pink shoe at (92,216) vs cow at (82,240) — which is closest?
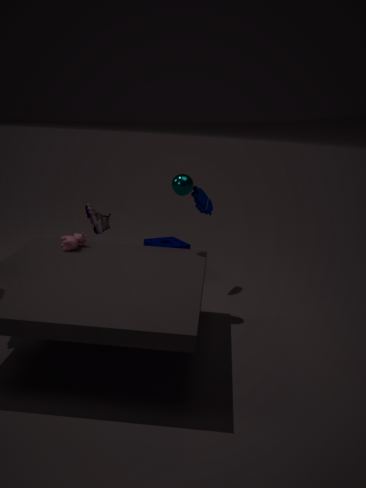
cow at (82,240)
